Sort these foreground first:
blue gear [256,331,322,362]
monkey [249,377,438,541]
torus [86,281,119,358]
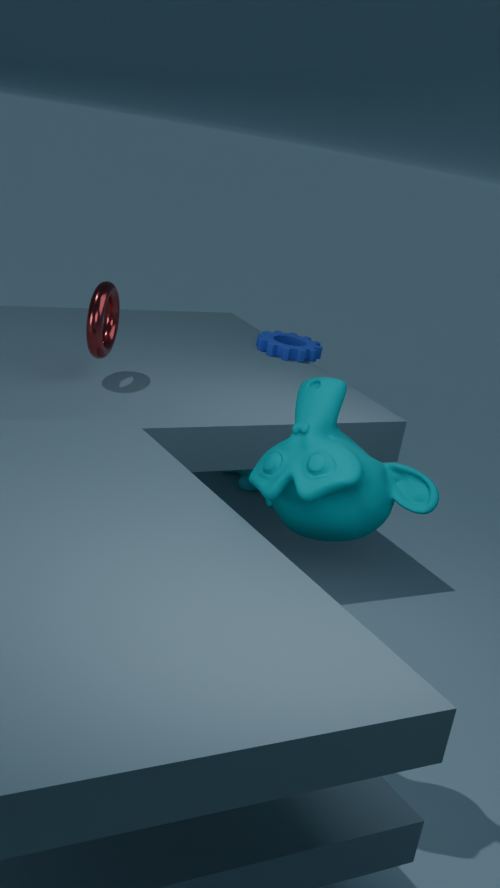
monkey [249,377,438,541] < torus [86,281,119,358] < blue gear [256,331,322,362]
